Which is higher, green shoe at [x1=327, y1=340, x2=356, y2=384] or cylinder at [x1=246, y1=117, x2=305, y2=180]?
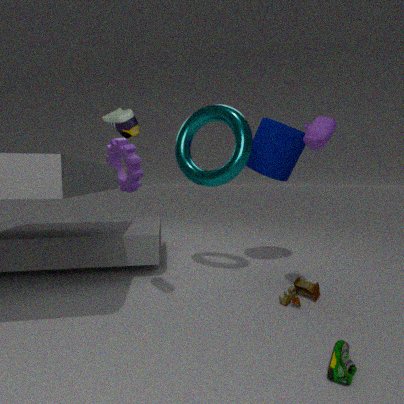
cylinder at [x1=246, y1=117, x2=305, y2=180]
